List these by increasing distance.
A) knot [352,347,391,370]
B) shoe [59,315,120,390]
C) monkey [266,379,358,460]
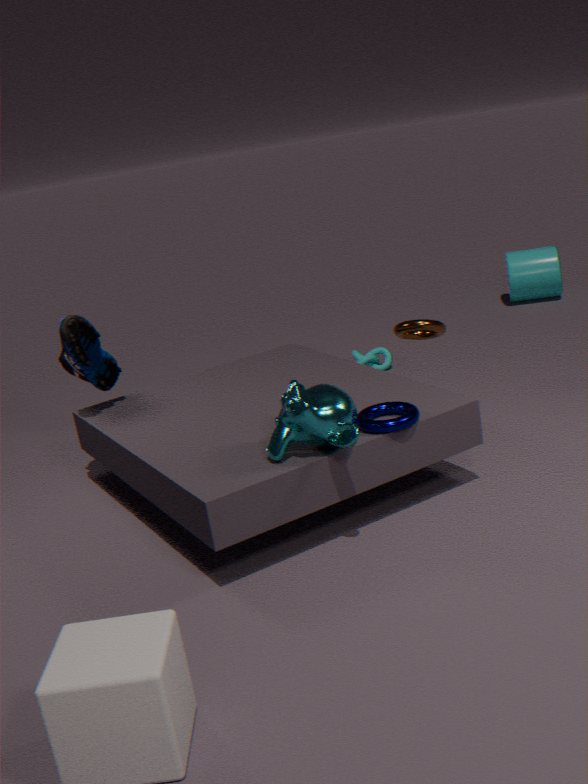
monkey [266,379,358,460] → shoe [59,315,120,390] → knot [352,347,391,370]
